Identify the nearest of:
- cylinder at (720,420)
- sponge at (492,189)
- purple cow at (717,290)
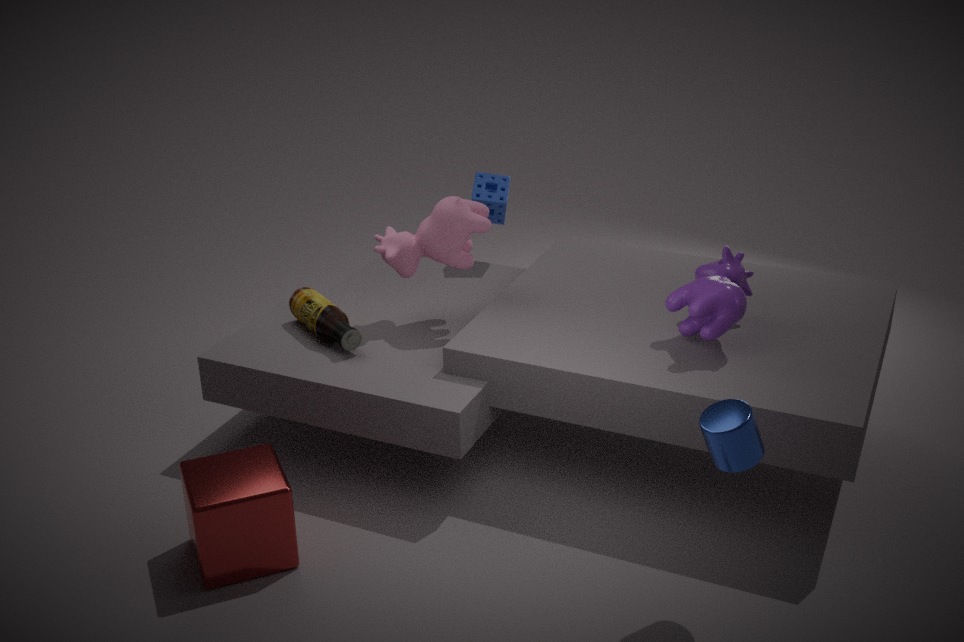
cylinder at (720,420)
